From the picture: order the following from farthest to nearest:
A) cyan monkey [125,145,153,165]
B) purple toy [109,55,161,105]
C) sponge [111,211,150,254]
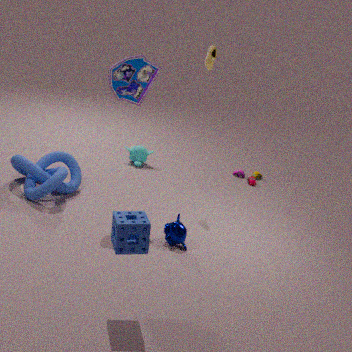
A: 1. cyan monkey [125,145,153,165]
2. purple toy [109,55,161,105]
3. sponge [111,211,150,254]
